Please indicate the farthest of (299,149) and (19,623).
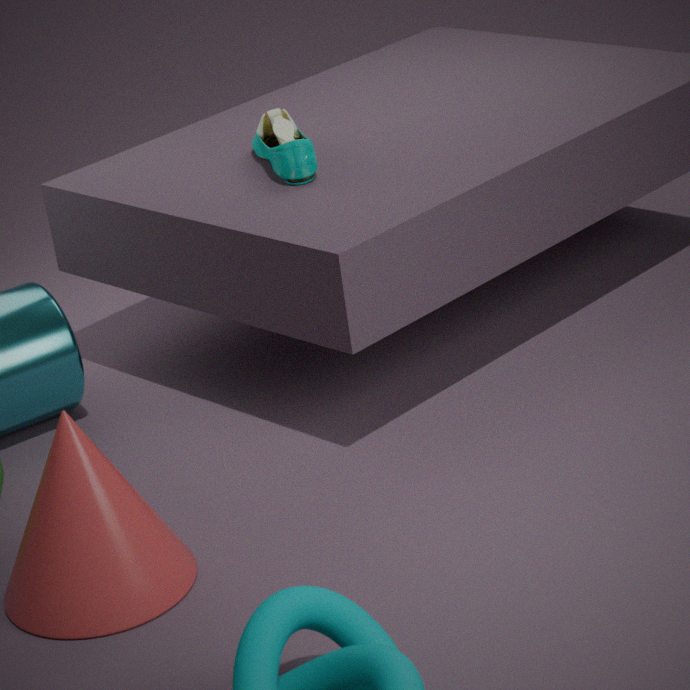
(299,149)
